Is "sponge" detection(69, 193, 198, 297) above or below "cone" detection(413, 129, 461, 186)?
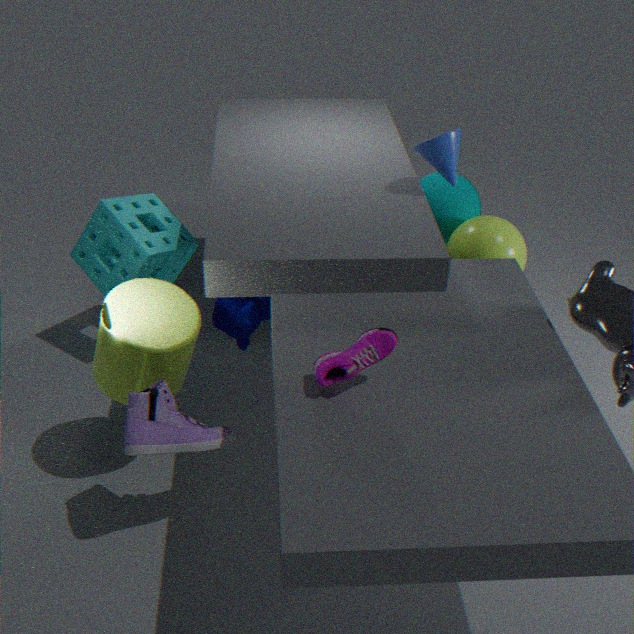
below
